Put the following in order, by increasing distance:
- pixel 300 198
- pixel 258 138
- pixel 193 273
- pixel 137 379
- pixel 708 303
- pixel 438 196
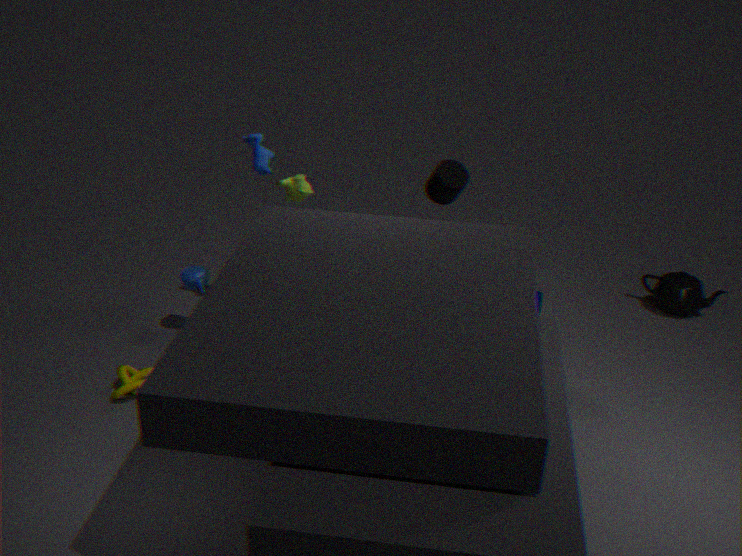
pixel 438 196 < pixel 137 379 < pixel 258 138 < pixel 300 198 < pixel 193 273 < pixel 708 303
